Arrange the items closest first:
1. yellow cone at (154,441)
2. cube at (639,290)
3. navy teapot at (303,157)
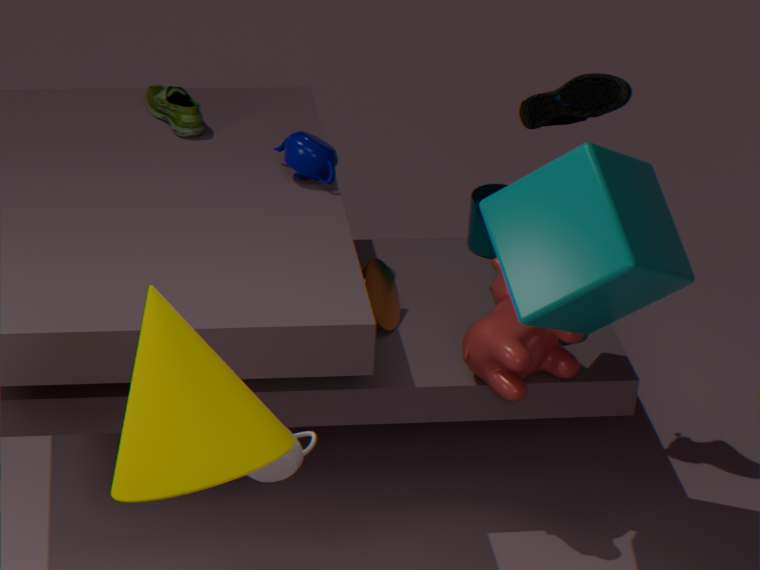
1. yellow cone at (154,441)
2. cube at (639,290)
3. navy teapot at (303,157)
